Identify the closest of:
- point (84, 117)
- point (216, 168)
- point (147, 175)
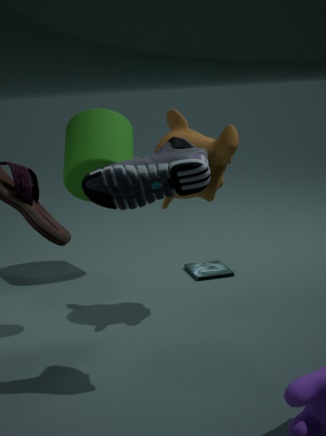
point (147, 175)
